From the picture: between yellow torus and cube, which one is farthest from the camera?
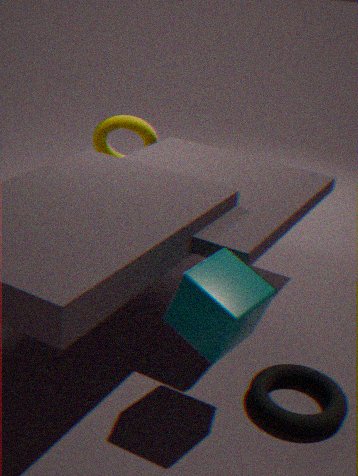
yellow torus
